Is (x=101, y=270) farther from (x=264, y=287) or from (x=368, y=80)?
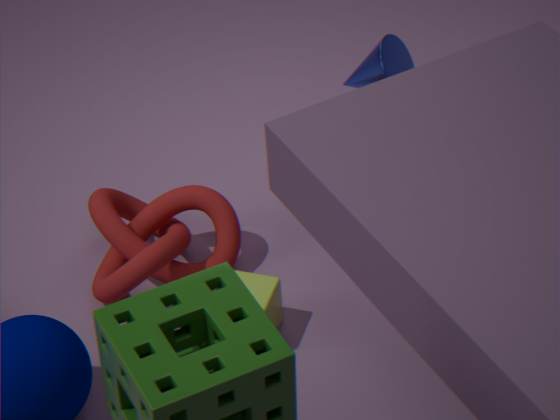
(x=368, y=80)
